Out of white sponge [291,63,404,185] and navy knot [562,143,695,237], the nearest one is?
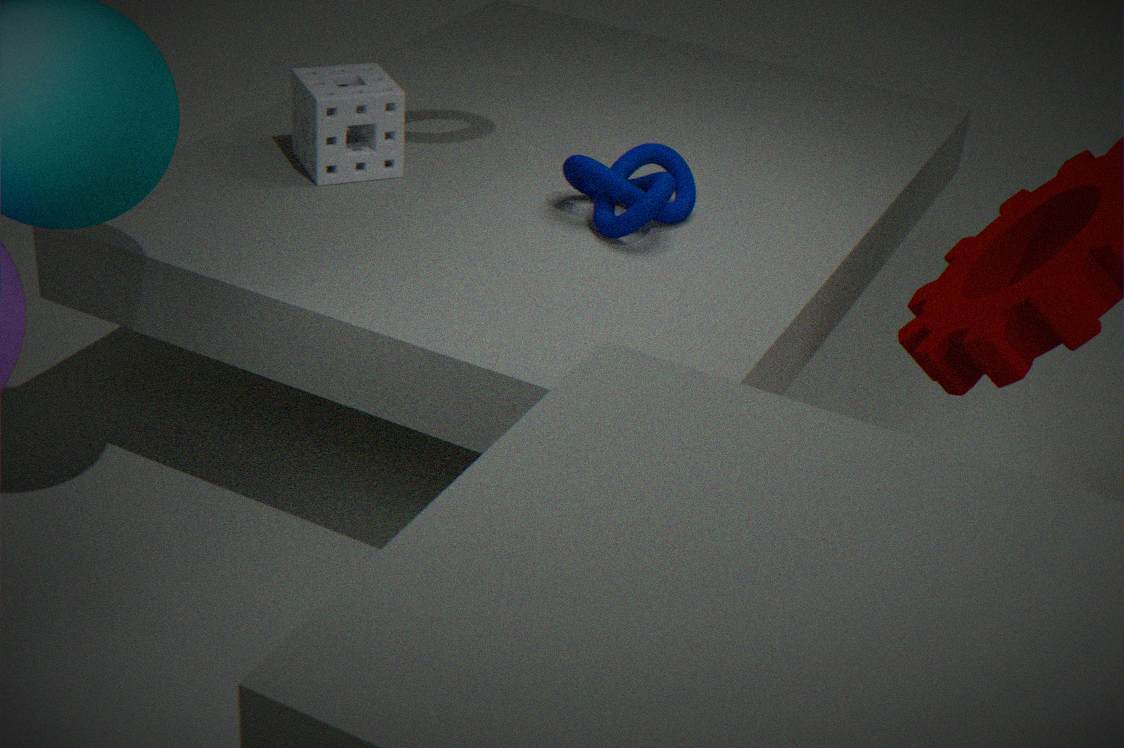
navy knot [562,143,695,237]
